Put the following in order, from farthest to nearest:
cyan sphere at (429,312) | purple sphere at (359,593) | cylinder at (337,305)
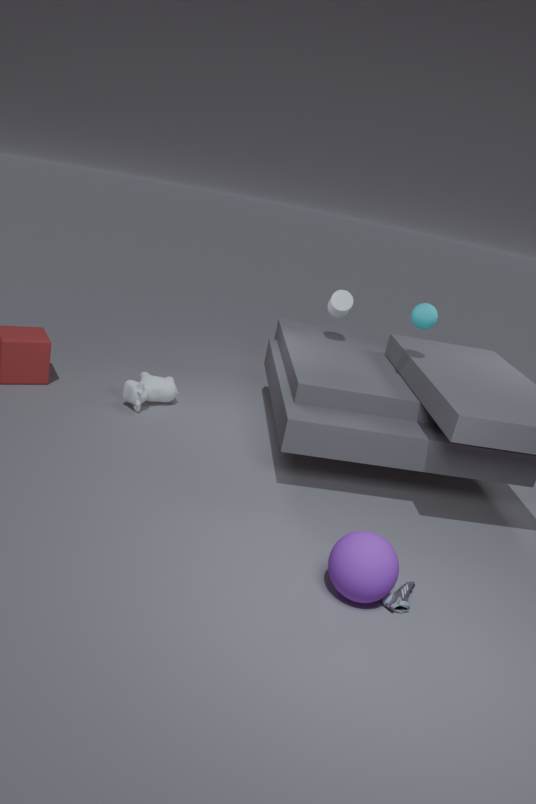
cylinder at (337,305) → cyan sphere at (429,312) → purple sphere at (359,593)
